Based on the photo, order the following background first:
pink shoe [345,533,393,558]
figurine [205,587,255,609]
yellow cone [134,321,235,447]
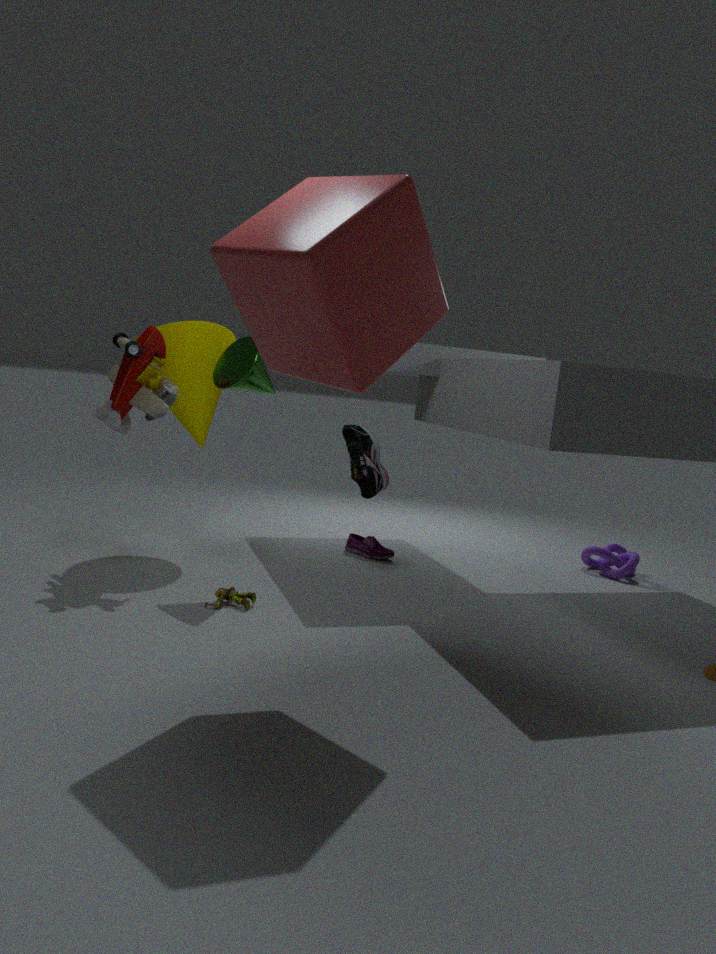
pink shoe [345,533,393,558] < yellow cone [134,321,235,447] < figurine [205,587,255,609]
